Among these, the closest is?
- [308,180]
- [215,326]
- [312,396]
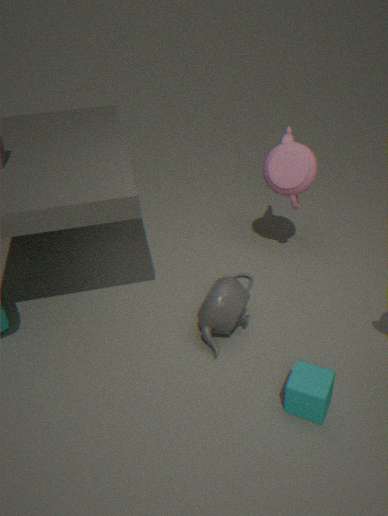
[312,396]
